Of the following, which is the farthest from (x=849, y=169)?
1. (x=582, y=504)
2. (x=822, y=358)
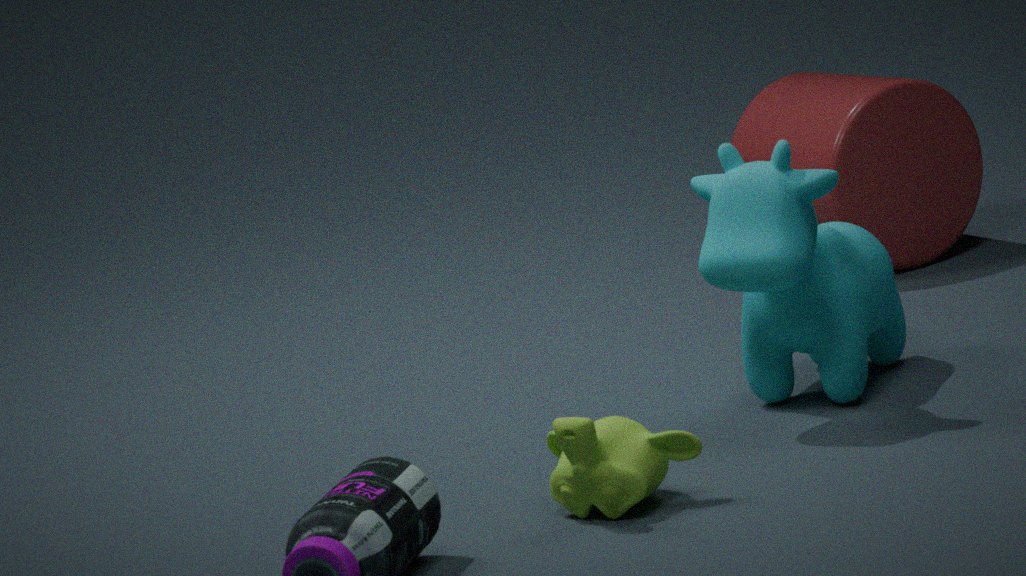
(x=582, y=504)
